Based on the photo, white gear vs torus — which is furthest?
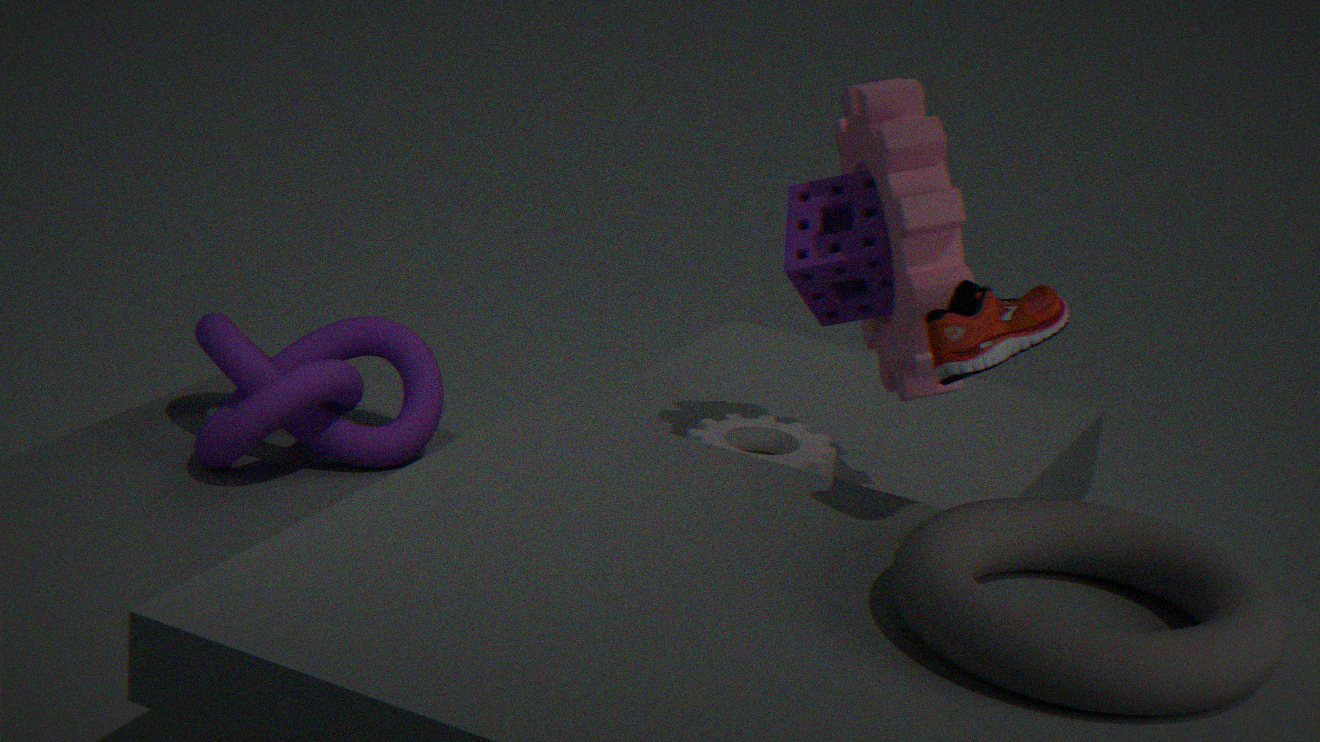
white gear
